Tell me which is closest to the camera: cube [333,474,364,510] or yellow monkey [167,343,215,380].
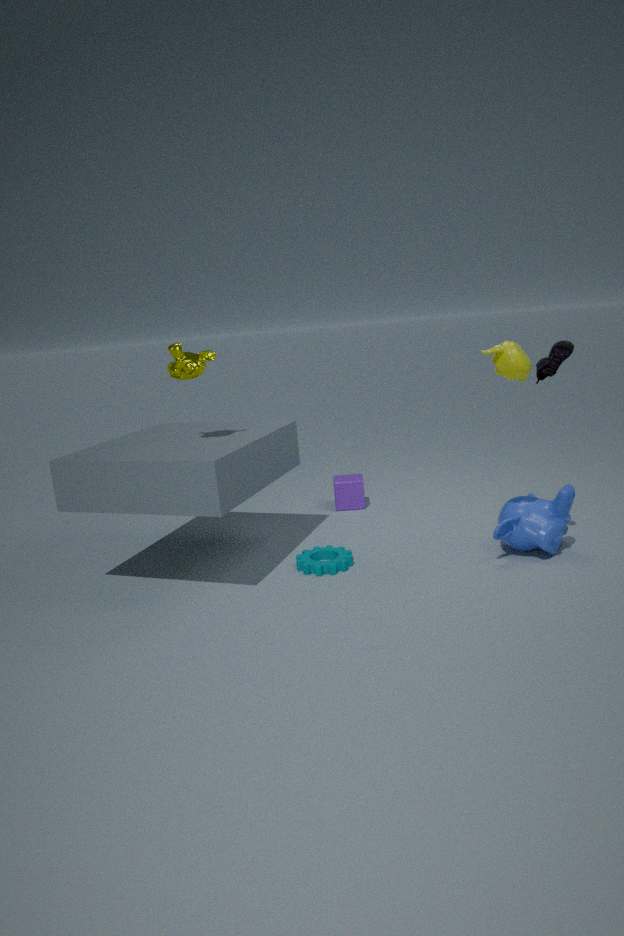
yellow monkey [167,343,215,380]
